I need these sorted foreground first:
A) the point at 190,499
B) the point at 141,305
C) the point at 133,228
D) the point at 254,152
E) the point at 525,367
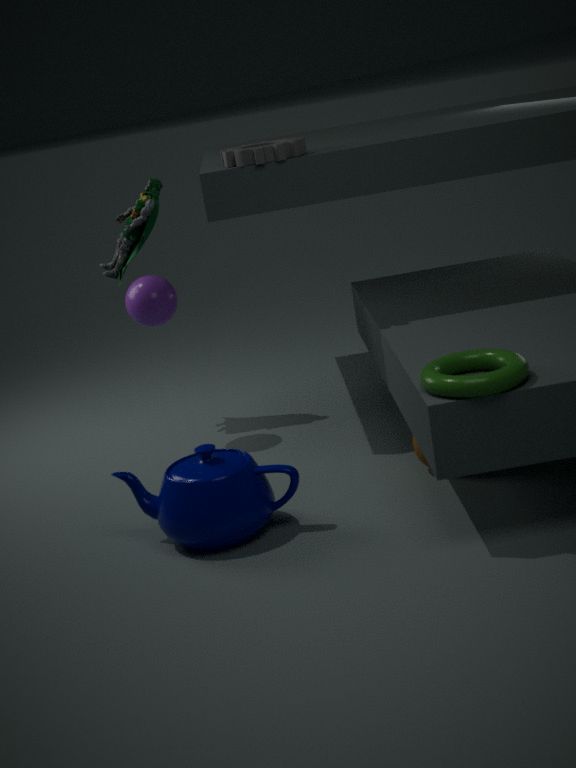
the point at 525,367 → the point at 190,499 → the point at 254,152 → the point at 141,305 → the point at 133,228
